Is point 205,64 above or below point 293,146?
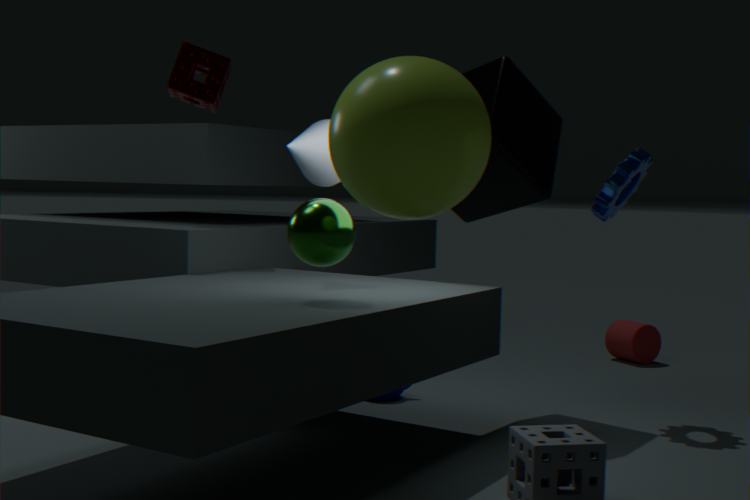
above
